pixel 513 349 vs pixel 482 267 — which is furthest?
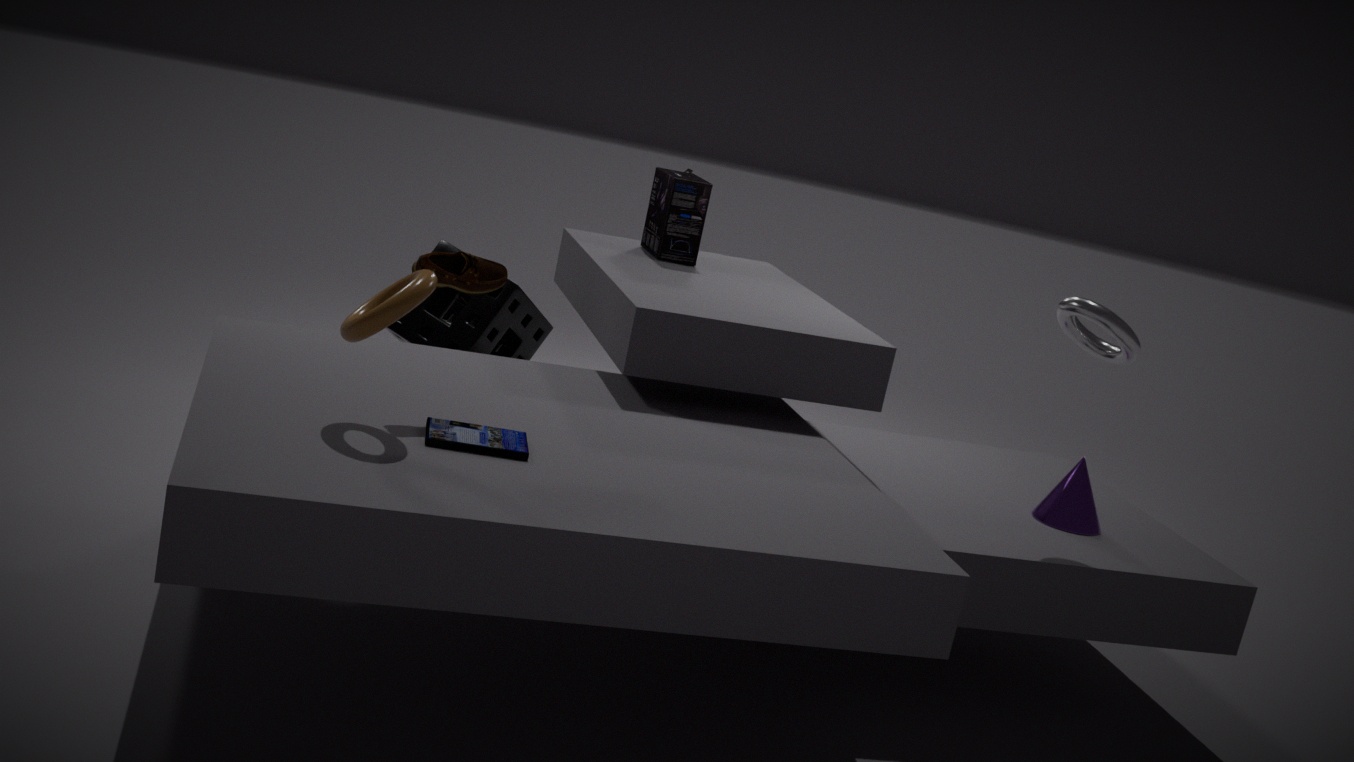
pixel 513 349
